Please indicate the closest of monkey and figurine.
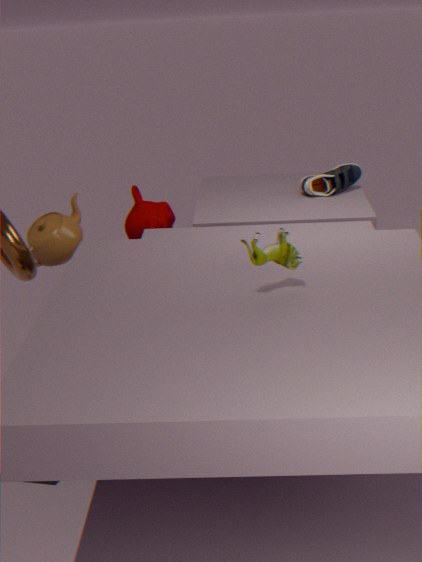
figurine
